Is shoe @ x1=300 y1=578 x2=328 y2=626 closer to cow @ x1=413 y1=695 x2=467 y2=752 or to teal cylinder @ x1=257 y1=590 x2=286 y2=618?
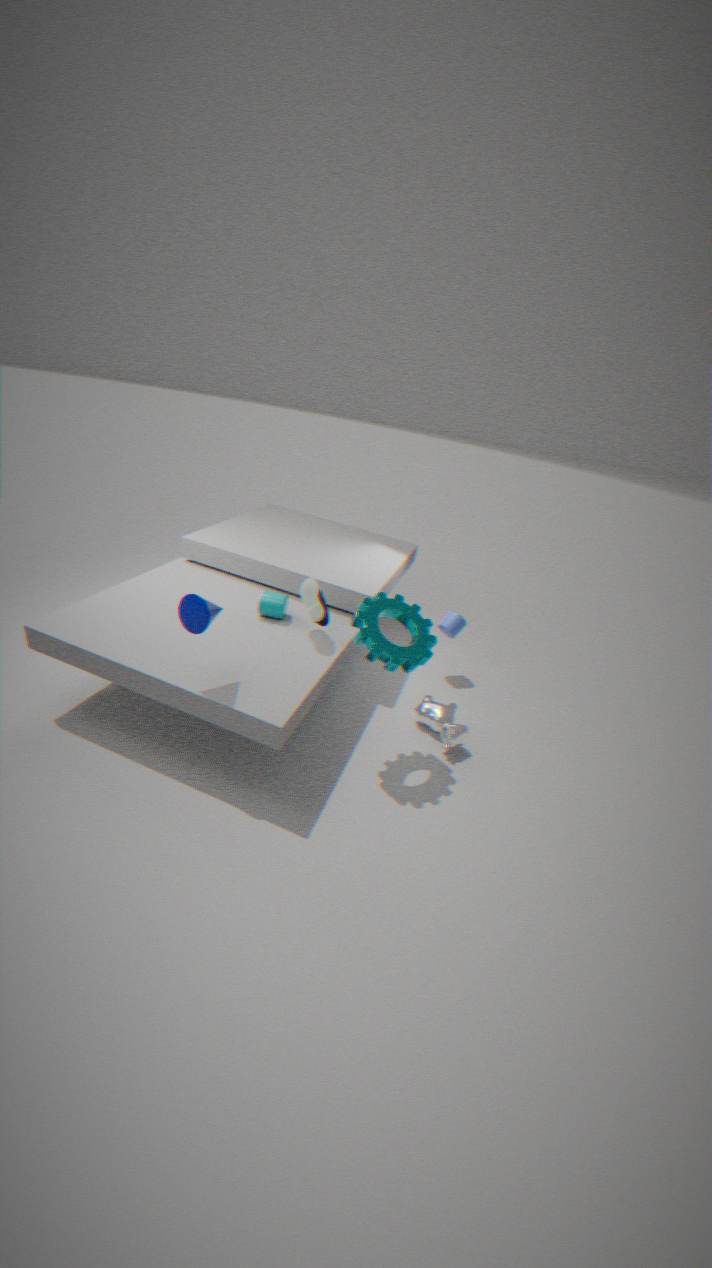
teal cylinder @ x1=257 y1=590 x2=286 y2=618
